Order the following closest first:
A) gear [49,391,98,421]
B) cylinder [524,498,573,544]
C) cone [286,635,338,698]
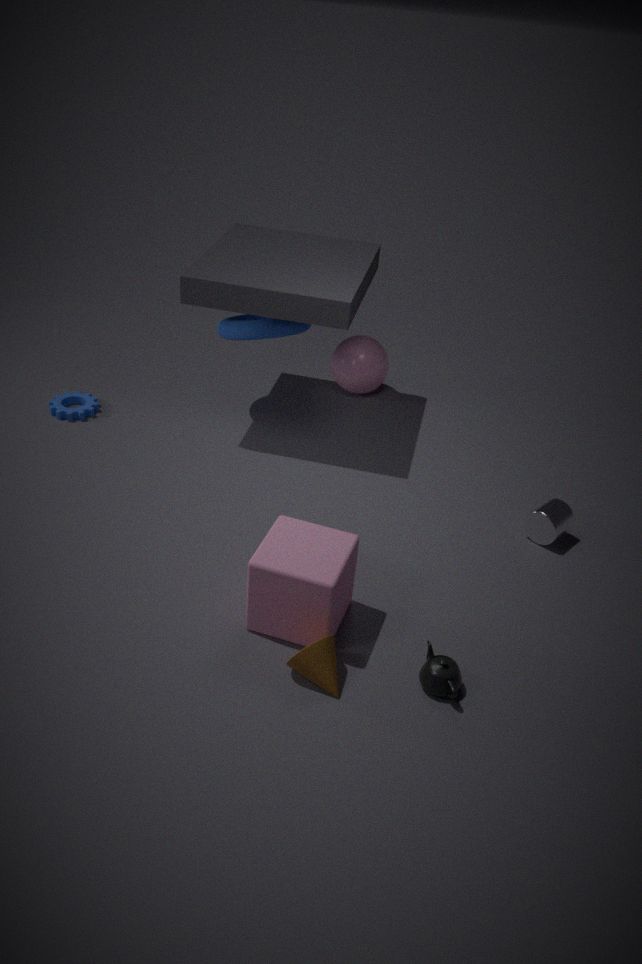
cone [286,635,338,698] < cylinder [524,498,573,544] < gear [49,391,98,421]
